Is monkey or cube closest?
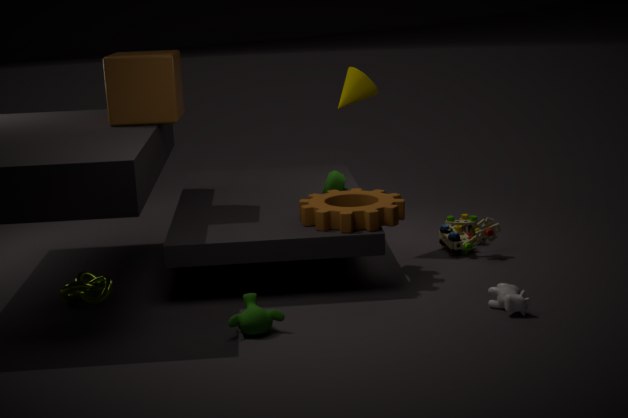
monkey
